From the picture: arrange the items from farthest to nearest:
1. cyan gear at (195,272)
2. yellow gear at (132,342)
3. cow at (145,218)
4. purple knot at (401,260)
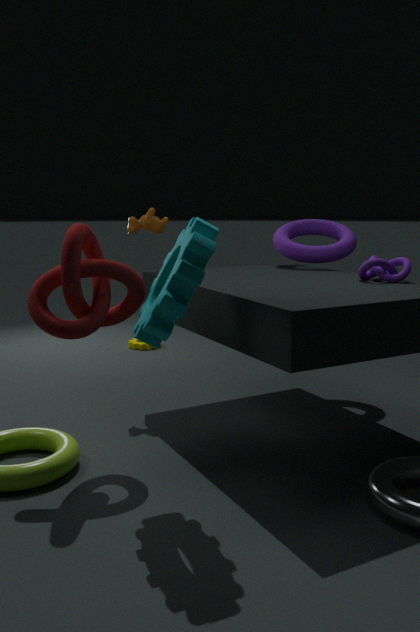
yellow gear at (132,342)
cow at (145,218)
purple knot at (401,260)
cyan gear at (195,272)
